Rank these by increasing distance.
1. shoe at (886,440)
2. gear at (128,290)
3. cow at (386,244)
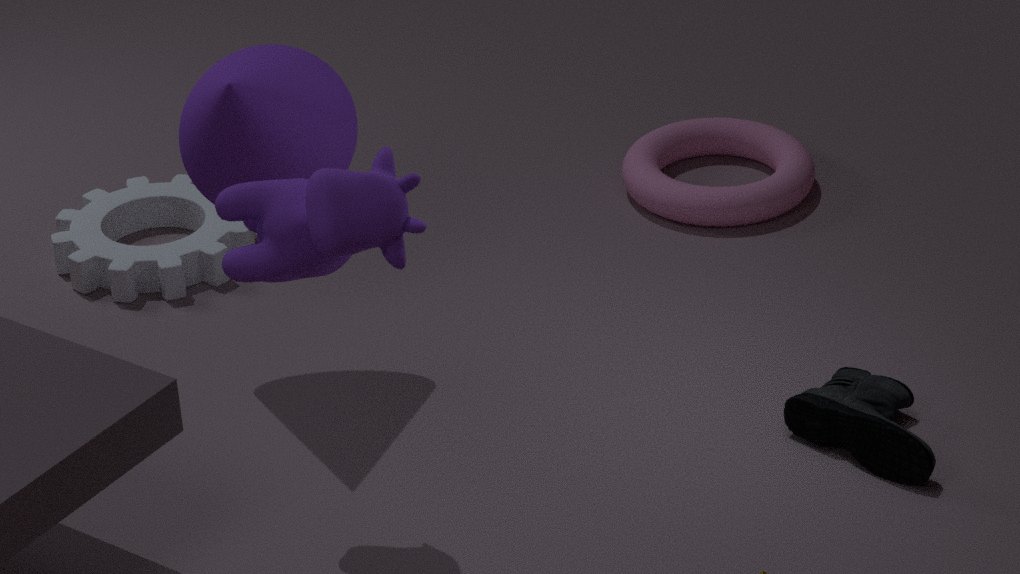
cow at (386,244) < shoe at (886,440) < gear at (128,290)
